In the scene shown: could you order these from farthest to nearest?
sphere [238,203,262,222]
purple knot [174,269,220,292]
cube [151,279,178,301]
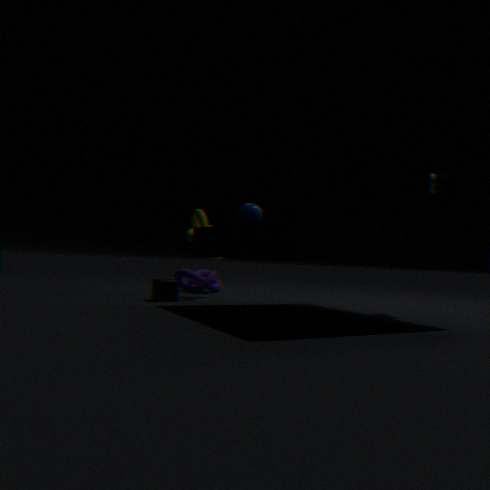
1. purple knot [174,269,220,292]
2. cube [151,279,178,301]
3. sphere [238,203,262,222]
